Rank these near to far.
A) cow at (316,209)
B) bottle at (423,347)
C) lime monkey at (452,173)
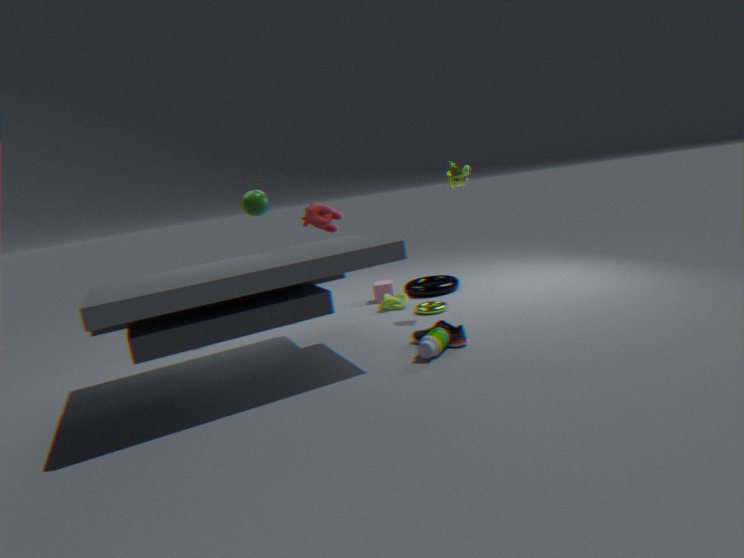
A: bottle at (423,347) < lime monkey at (452,173) < cow at (316,209)
